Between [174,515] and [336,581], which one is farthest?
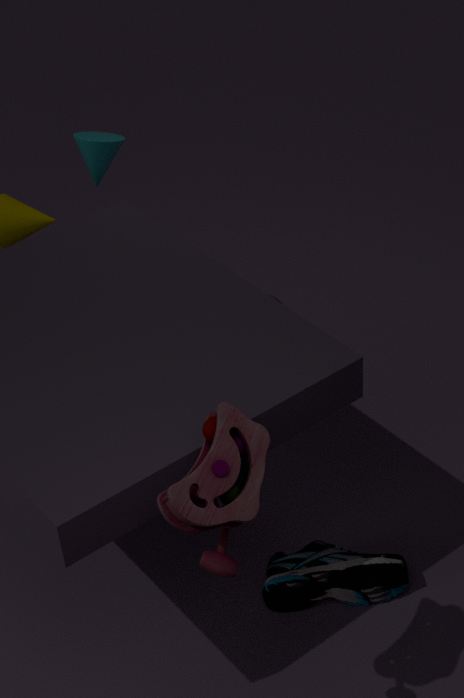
[336,581]
